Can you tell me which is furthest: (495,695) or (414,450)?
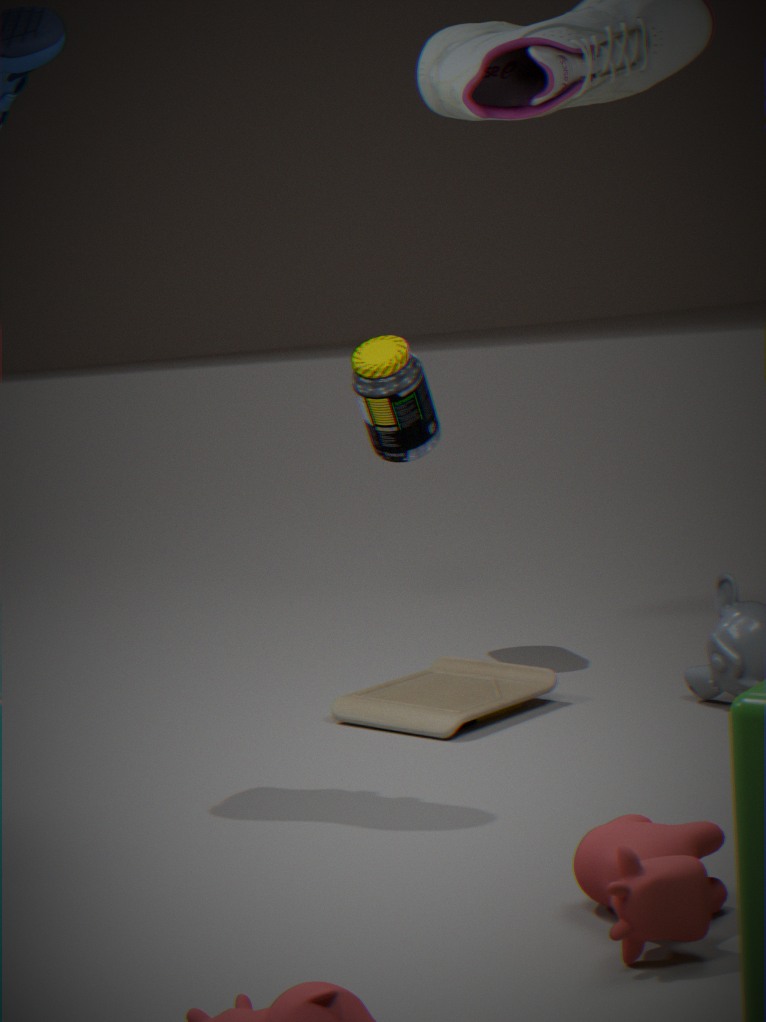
(414,450)
